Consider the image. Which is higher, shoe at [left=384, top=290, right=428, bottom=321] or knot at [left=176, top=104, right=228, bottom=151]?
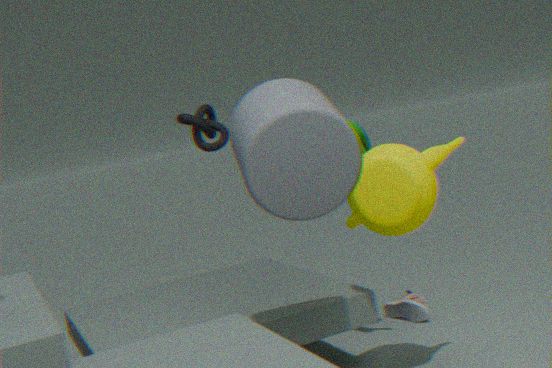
knot at [left=176, top=104, right=228, bottom=151]
